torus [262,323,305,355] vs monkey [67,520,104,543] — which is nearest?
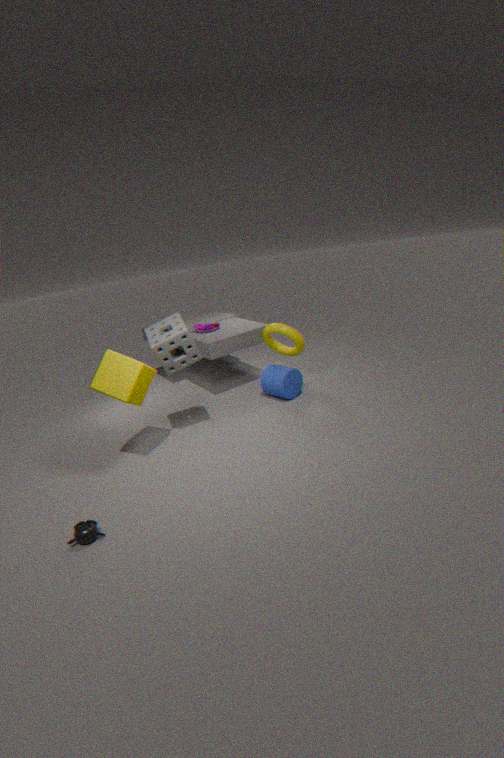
monkey [67,520,104,543]
